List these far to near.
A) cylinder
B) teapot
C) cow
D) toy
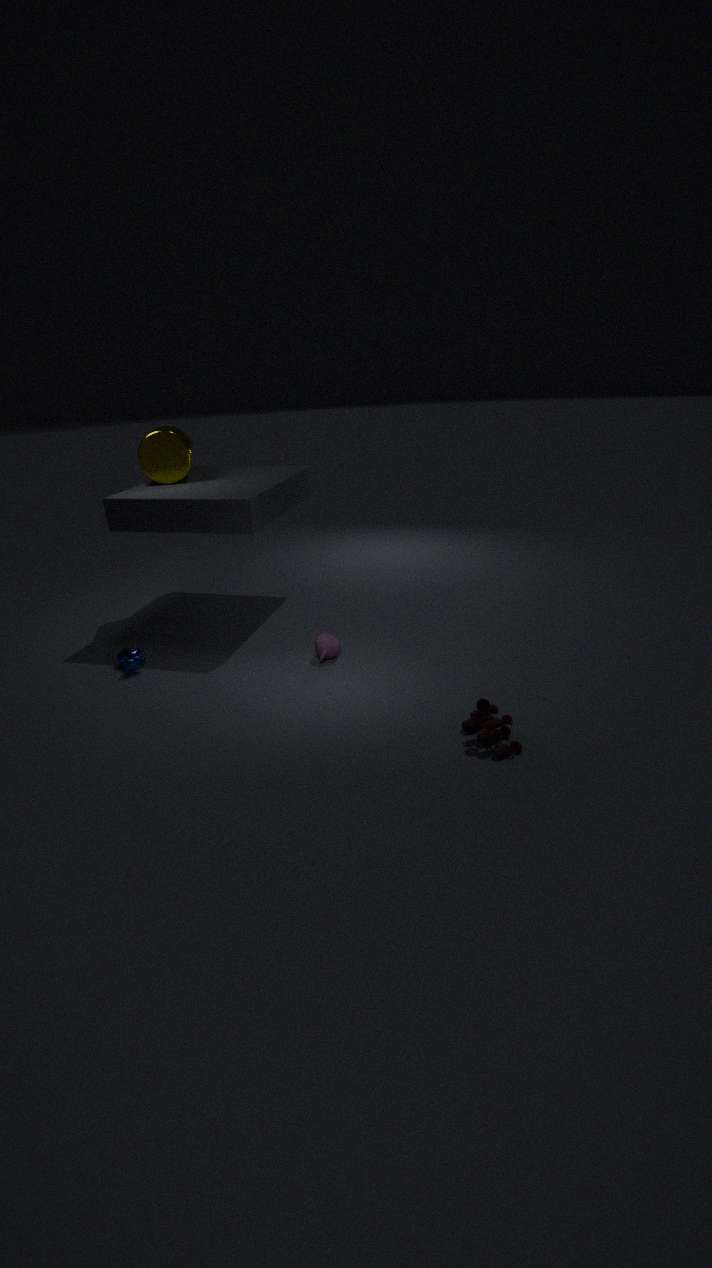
cylinder → teapot → cow → toy
